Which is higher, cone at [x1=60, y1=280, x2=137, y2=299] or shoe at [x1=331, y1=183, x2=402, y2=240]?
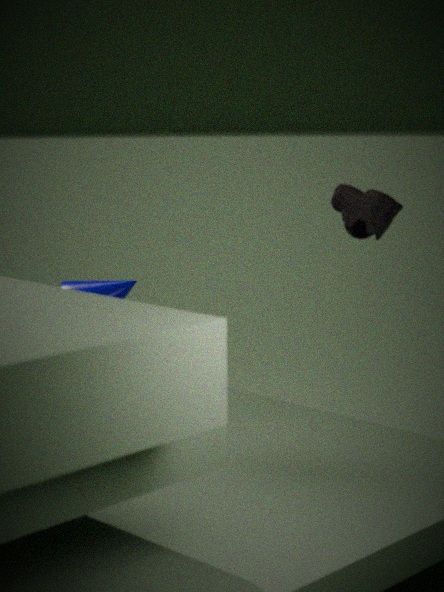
shoe at [x1=331, y1=183, x2=402, y2=240]
